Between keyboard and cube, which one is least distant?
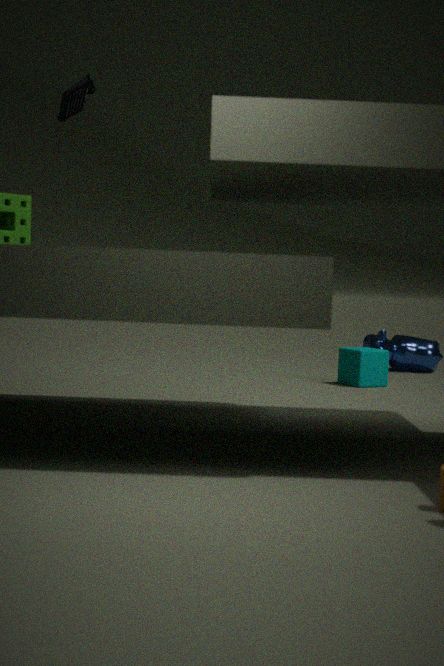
keyboard
